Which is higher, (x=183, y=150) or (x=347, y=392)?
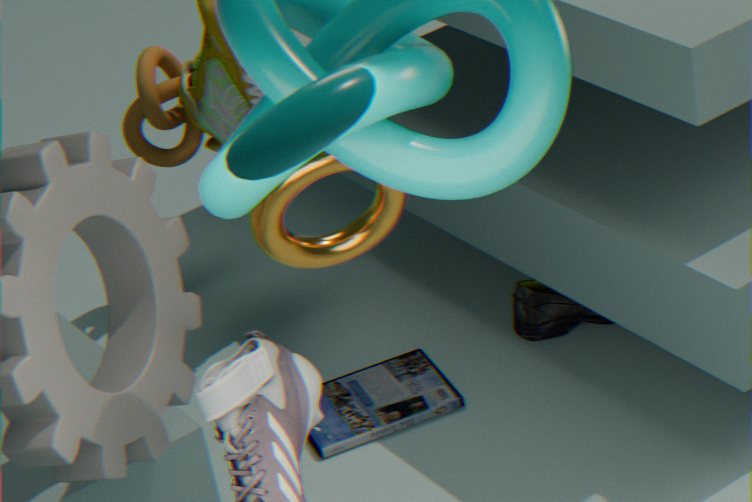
(x=183, y=150)
